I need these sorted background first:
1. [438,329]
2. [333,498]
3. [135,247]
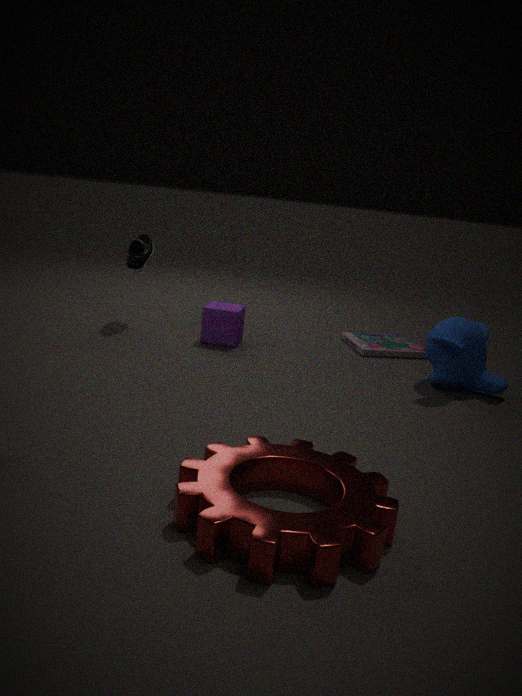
[135,247] → [438,329] → [333,498]
